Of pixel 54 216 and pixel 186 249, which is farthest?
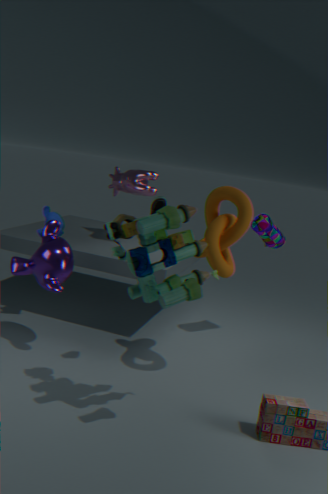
pixel 54 216
